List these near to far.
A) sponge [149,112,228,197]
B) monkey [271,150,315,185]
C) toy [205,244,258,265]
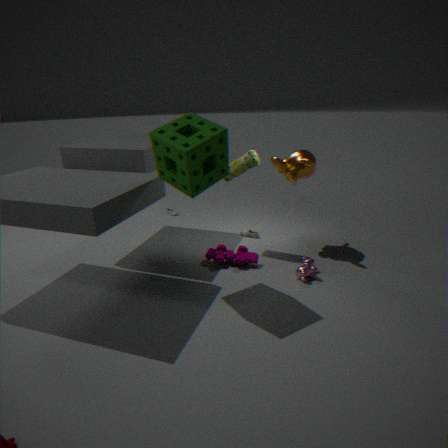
sponge [149,112,228,197]
toy [205,244,258,265]
monkey [271,150,315,185]
